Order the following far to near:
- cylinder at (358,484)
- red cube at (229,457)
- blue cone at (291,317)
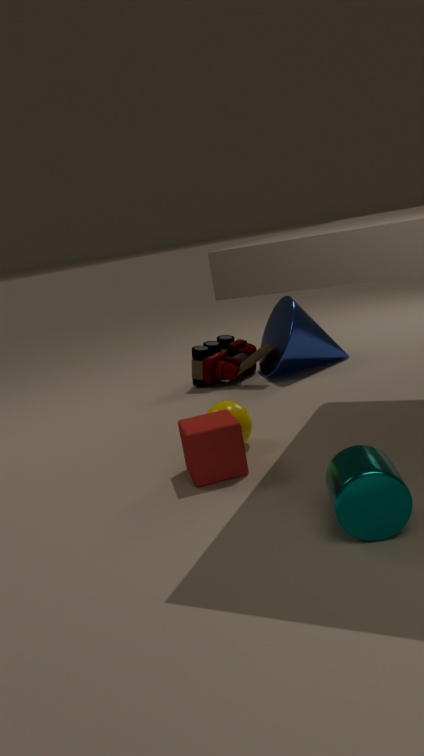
blue cone at (291,317) < red cube at (229,457) < cylinder at (358,484)
